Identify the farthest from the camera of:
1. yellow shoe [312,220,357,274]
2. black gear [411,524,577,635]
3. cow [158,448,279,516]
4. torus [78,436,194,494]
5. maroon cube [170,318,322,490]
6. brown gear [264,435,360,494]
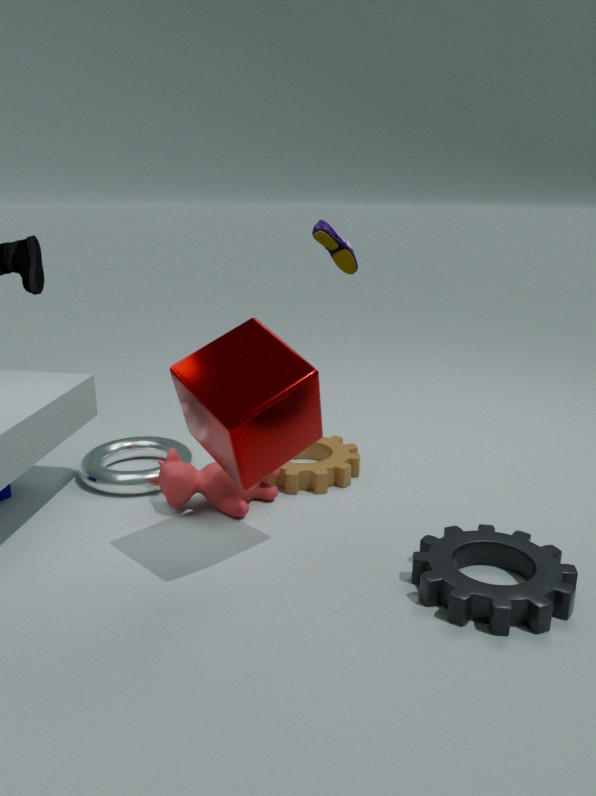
brown gear [264,435,360,494]
